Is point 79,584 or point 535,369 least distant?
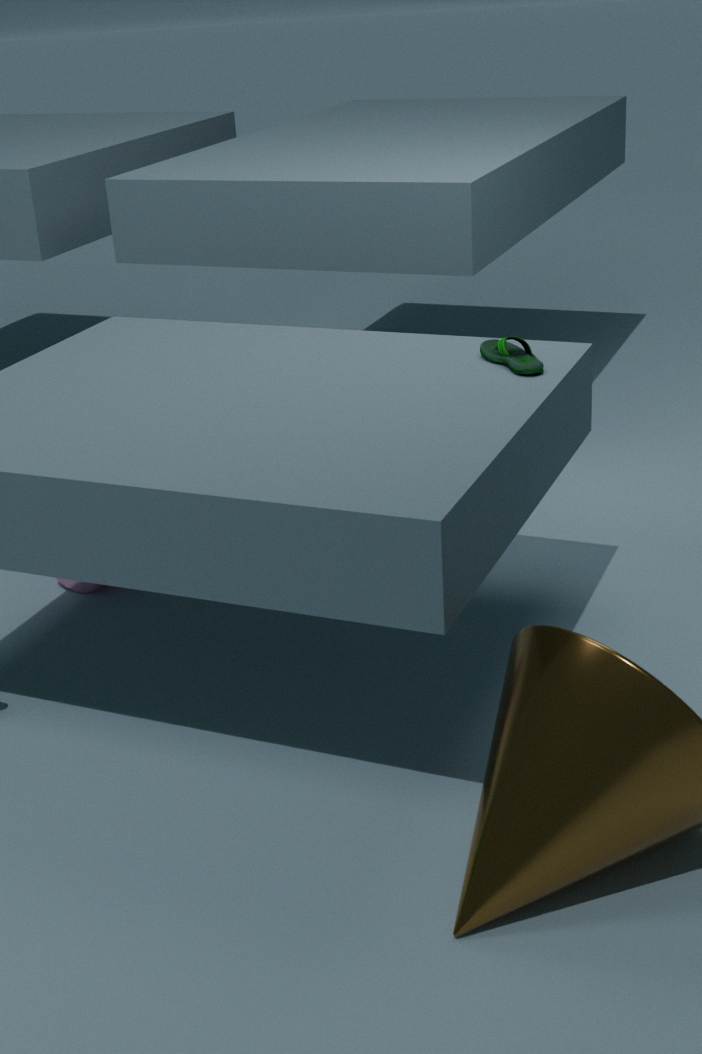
point 535,369
